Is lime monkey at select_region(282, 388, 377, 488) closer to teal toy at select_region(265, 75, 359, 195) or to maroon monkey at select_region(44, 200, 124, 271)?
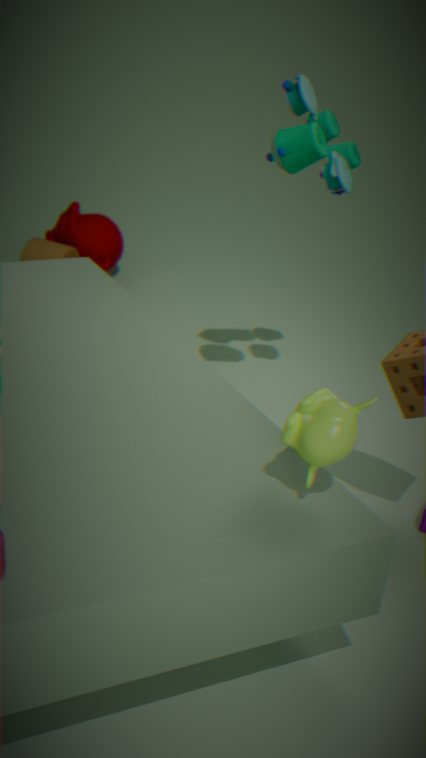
teal toy at select_region(265, 75, 359, 195)
